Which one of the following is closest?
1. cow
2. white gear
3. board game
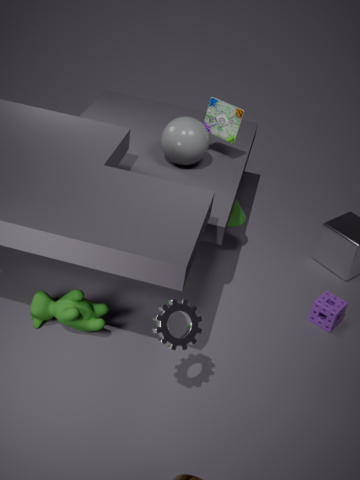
white gear
